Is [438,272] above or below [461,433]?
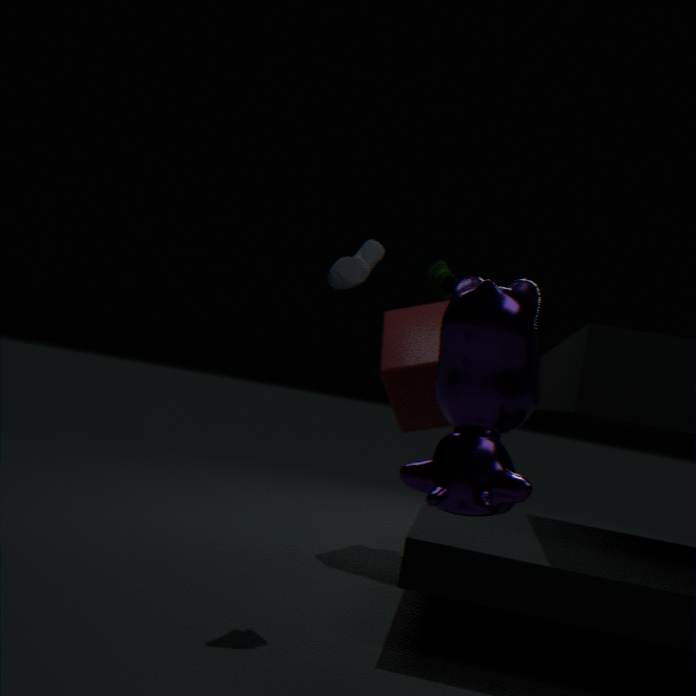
above
